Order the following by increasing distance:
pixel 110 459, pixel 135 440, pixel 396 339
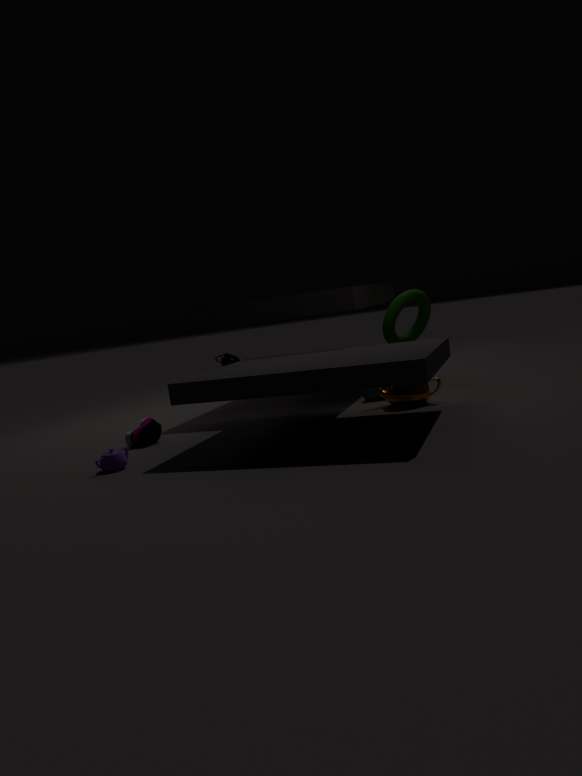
pixel 110 459 → pixel 135 440 → pixel 396 339
